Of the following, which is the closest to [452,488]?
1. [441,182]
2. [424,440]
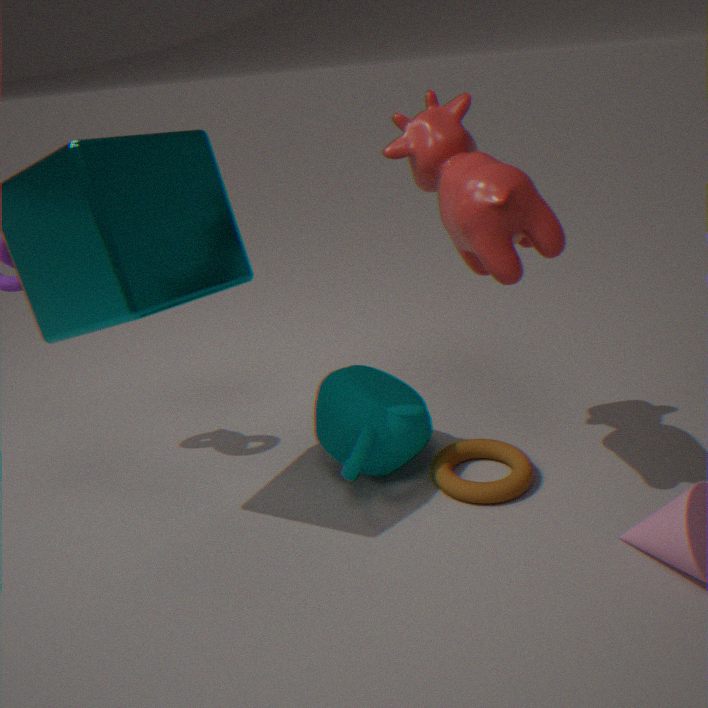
[424,440]
